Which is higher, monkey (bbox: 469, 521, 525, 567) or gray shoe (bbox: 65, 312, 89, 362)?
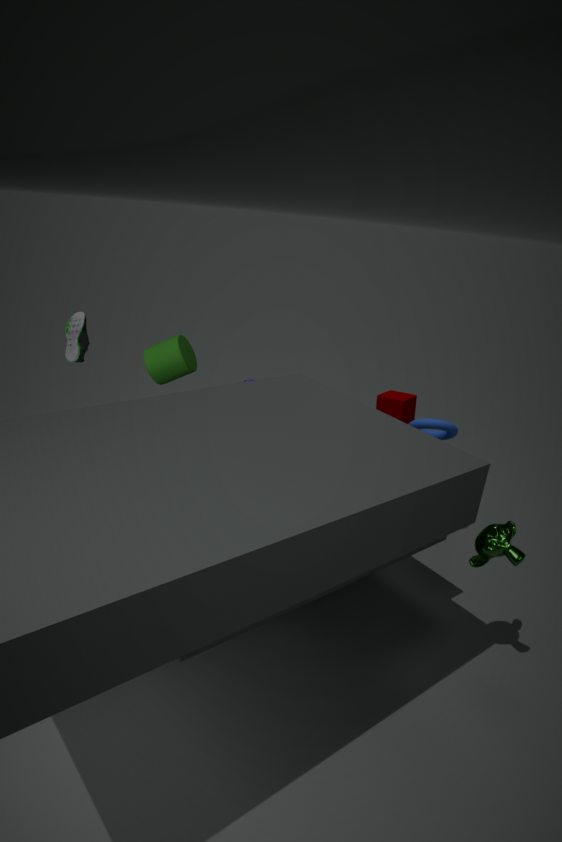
gray shoe (bbox: 65, 312, 89, 362)
